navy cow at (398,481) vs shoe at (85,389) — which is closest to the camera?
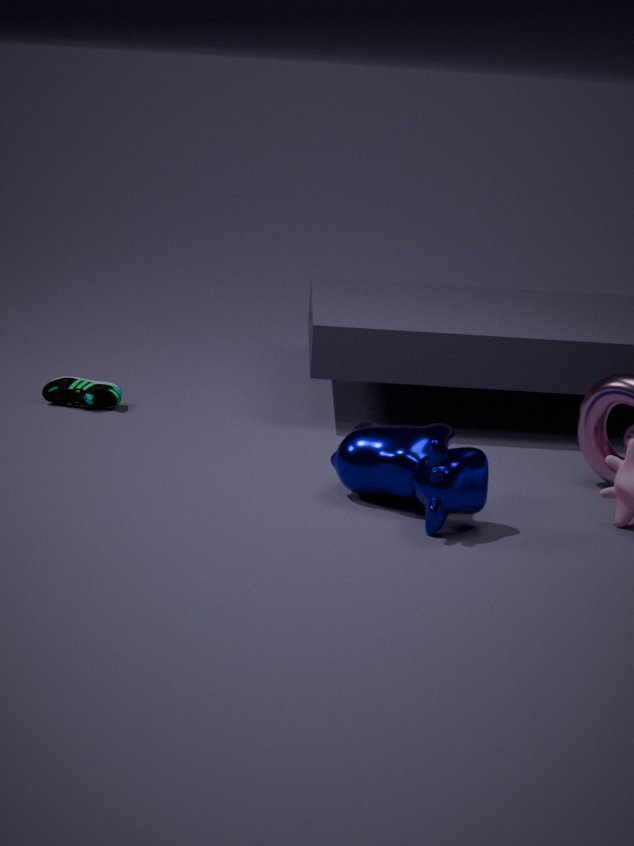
navy cow at (398,481)
